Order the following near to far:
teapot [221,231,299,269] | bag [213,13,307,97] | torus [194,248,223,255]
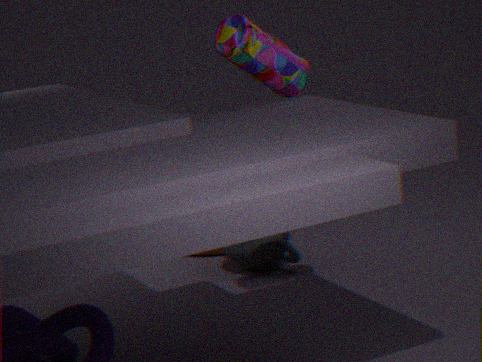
bag [213,13,307,97] < teapot [221,231,299,269] < torus [194,248,223,255]
